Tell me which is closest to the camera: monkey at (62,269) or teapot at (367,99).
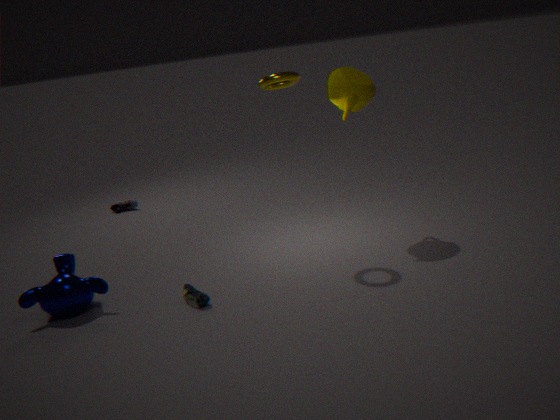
monkey at (62,269)
